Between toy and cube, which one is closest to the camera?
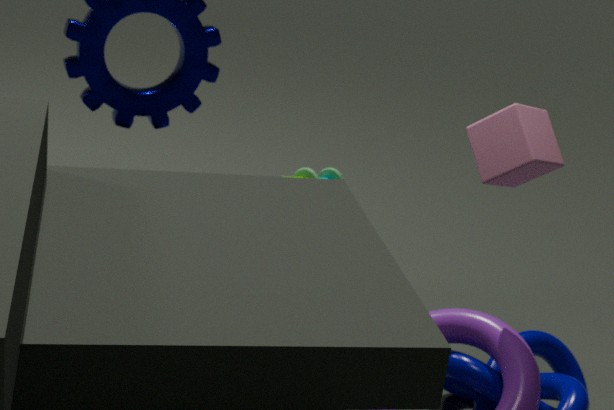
cube
